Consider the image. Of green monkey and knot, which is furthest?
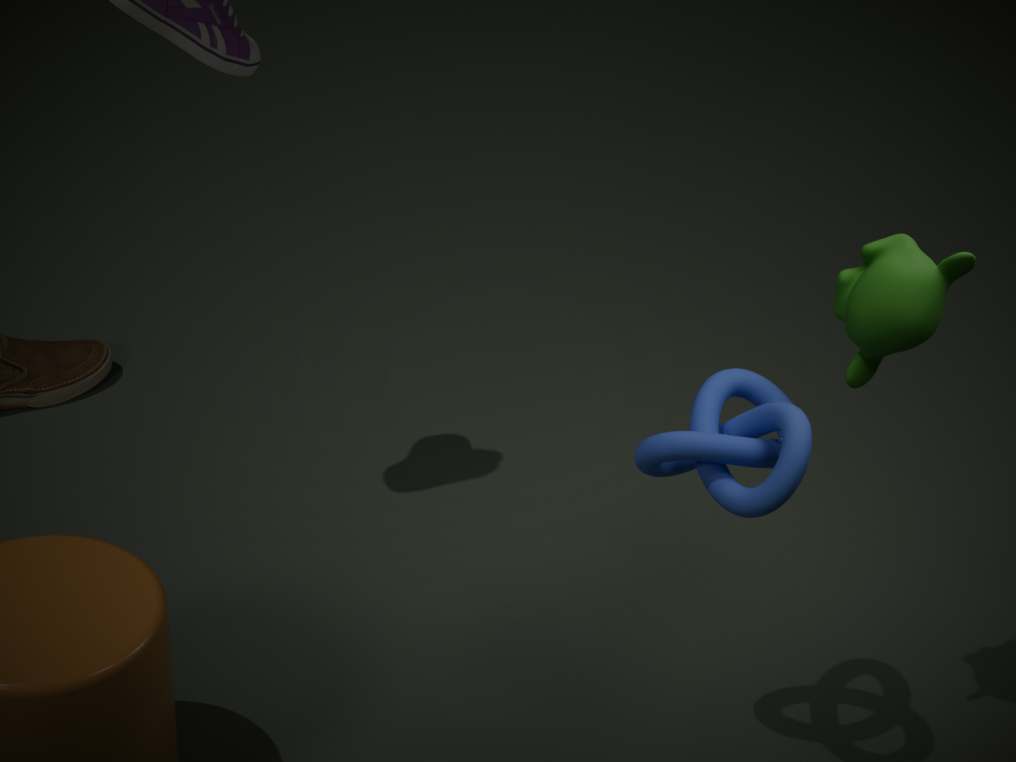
green monkey
